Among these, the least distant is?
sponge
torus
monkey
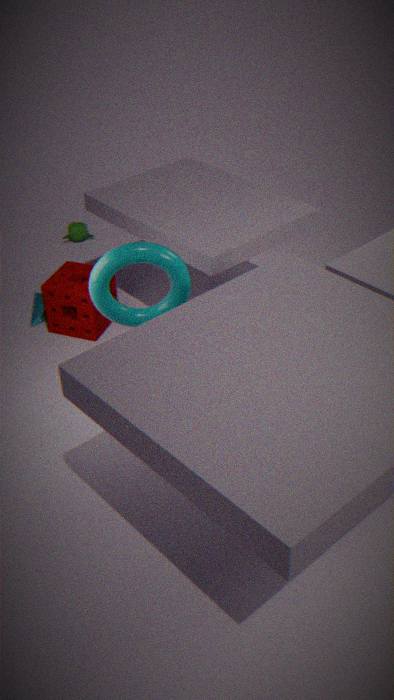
torus
